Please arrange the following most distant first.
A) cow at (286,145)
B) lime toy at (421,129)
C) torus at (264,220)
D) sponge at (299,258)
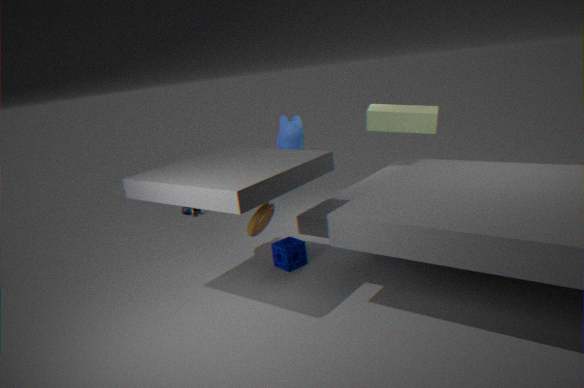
cow at (286,145), lime toy at (421,129), sponge at (299,258), torus at (264,220)
